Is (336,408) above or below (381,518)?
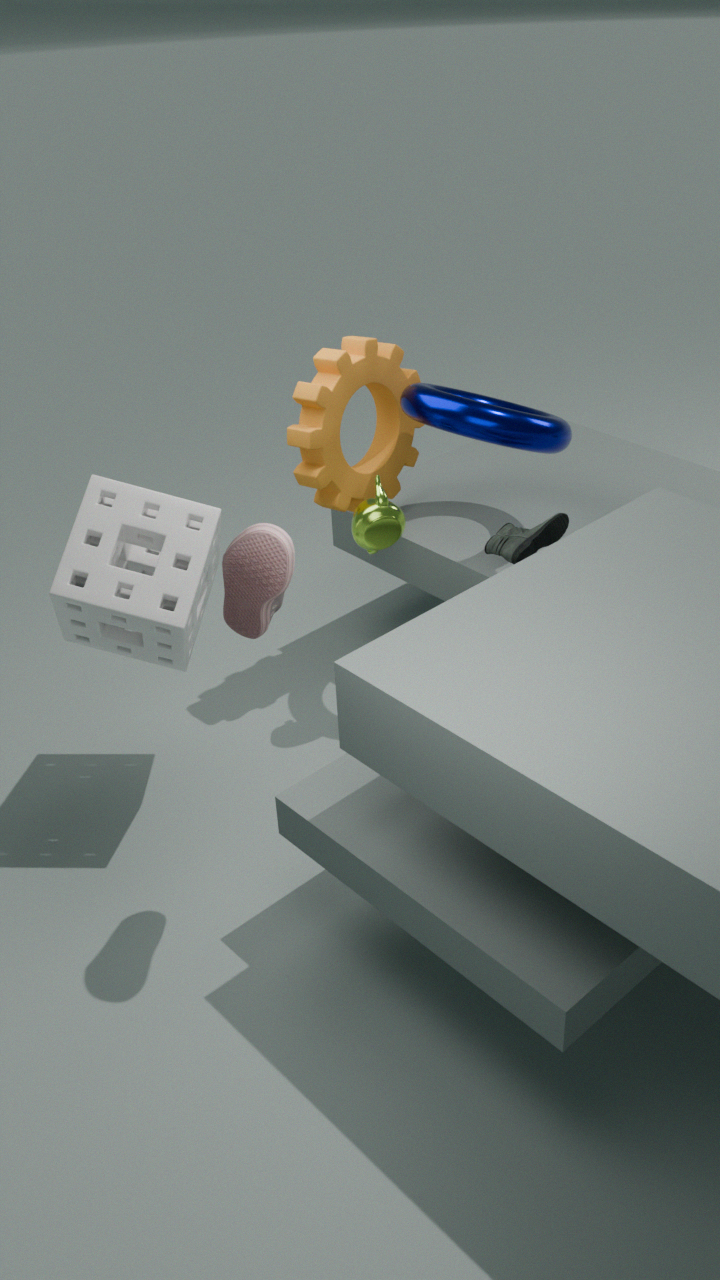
above
